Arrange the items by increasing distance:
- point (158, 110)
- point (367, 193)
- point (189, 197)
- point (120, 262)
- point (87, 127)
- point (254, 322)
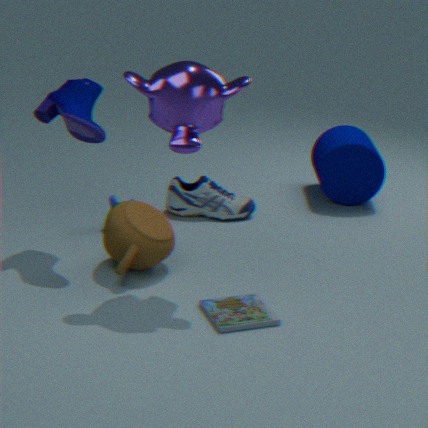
point (254, 322) → point (158, 110) → point (120, 262) → point (87, 127) → point (189, 197) → point (367, 193)
